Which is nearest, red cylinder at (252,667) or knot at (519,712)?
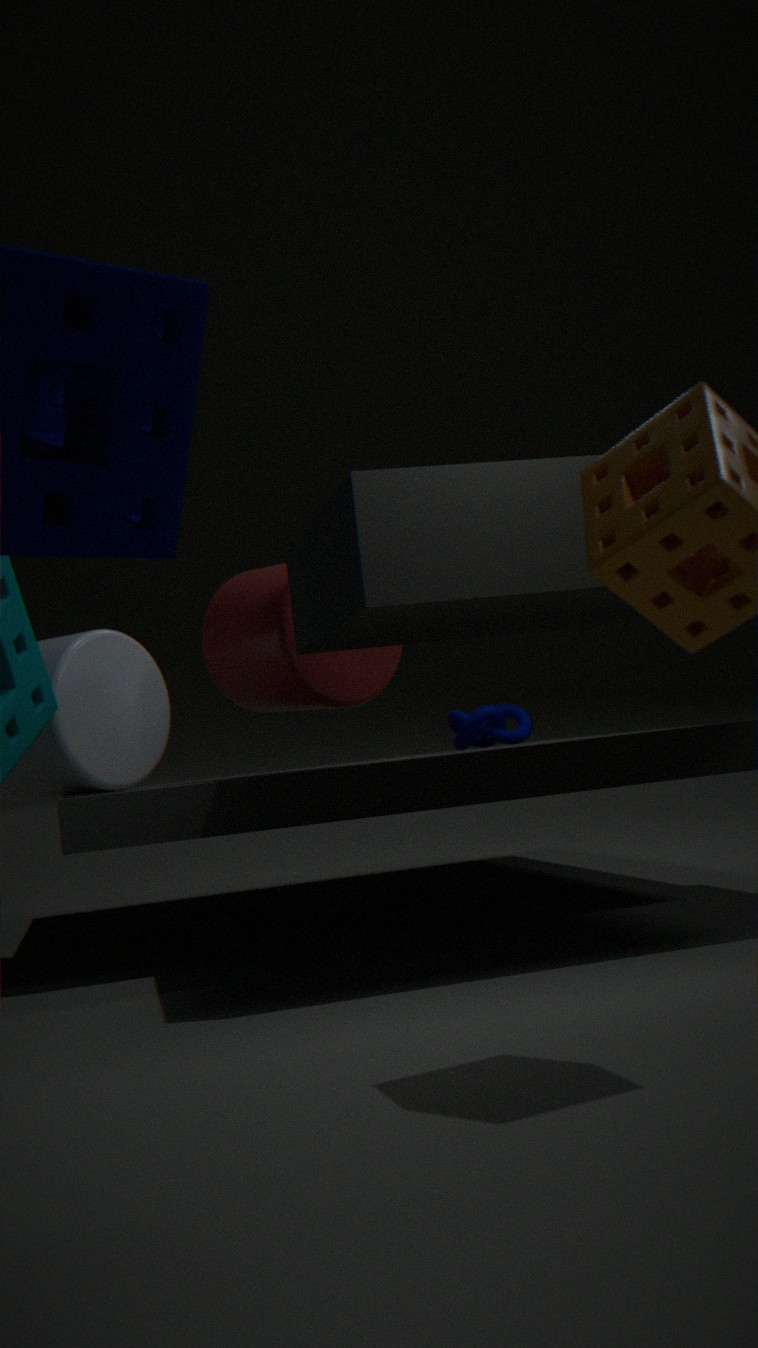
red cylinder at (252,667)
